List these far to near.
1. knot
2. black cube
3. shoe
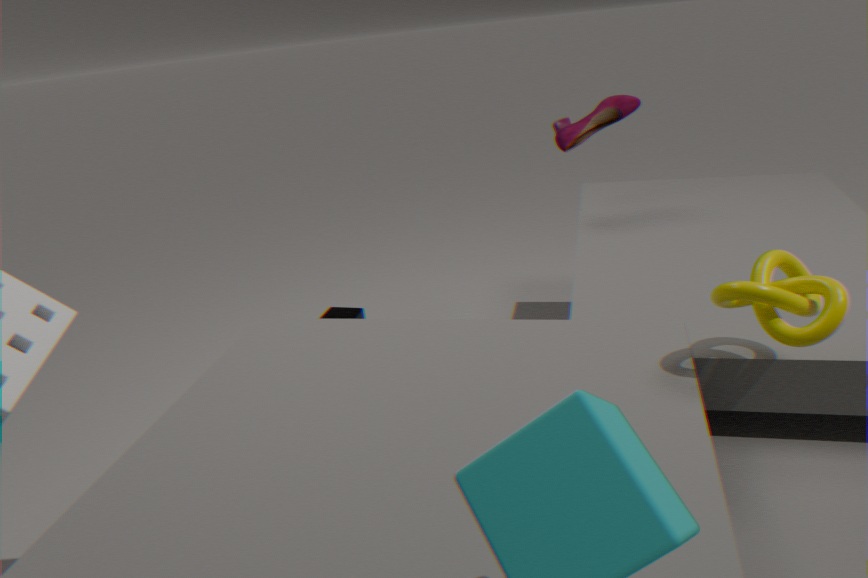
black cube → shoe → knot
